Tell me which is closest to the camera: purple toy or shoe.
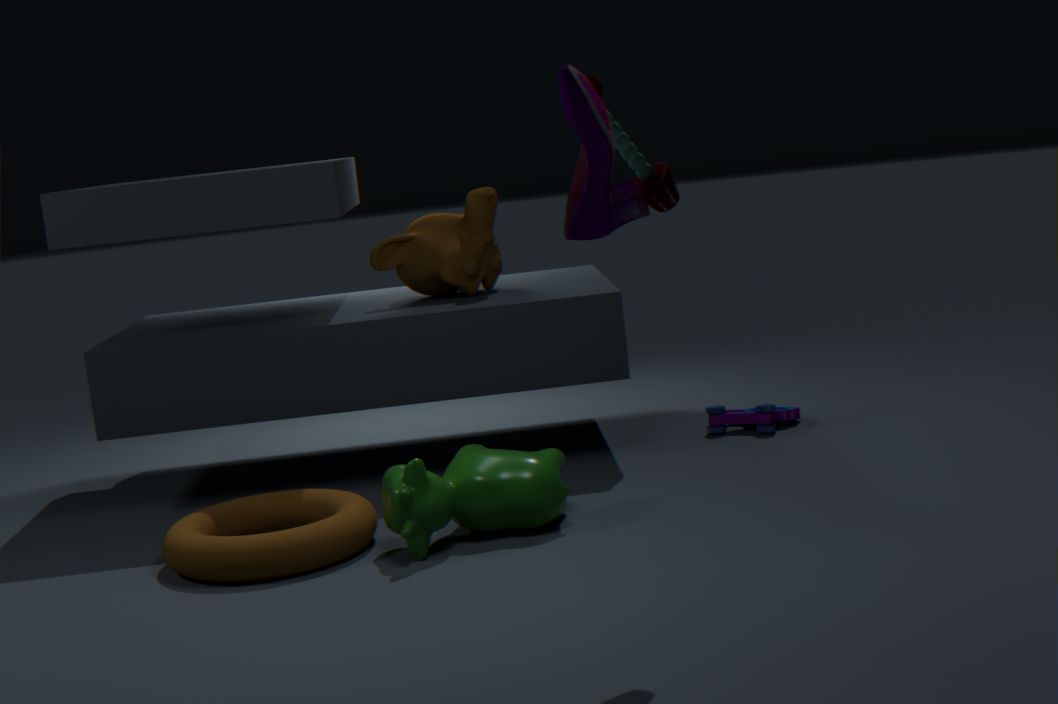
shoe
